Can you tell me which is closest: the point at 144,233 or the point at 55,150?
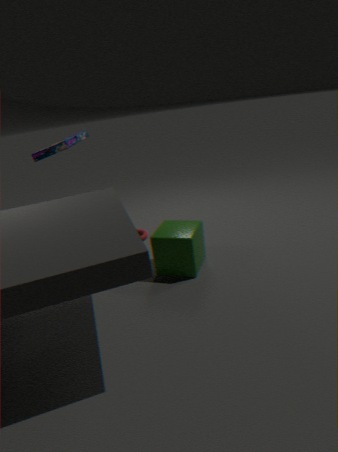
the point at 55,150
